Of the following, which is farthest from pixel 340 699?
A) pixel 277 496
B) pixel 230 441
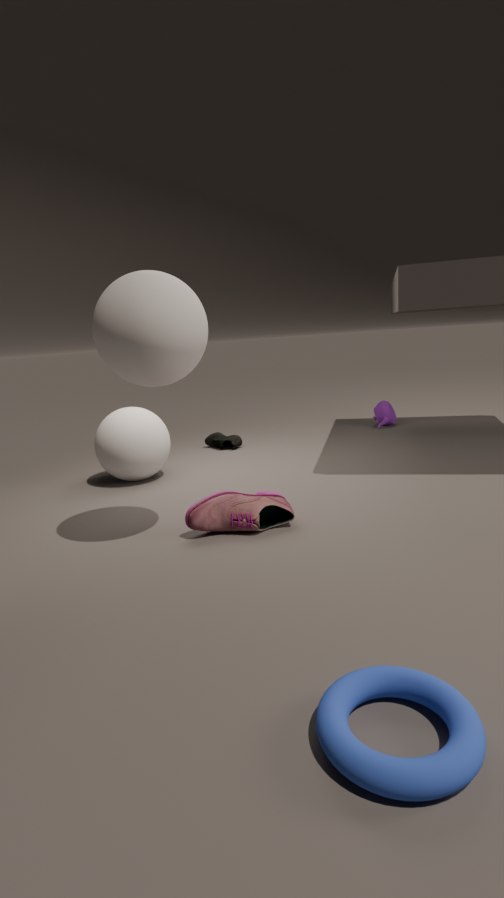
pixel 230 441
